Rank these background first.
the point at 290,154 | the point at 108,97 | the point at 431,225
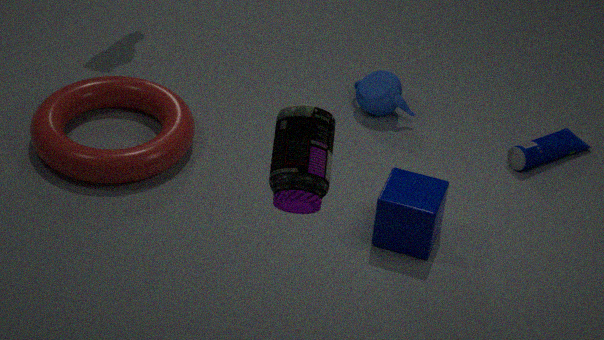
1. the point at 108,97
2. the point at 431,225
3. the point at 290,154
